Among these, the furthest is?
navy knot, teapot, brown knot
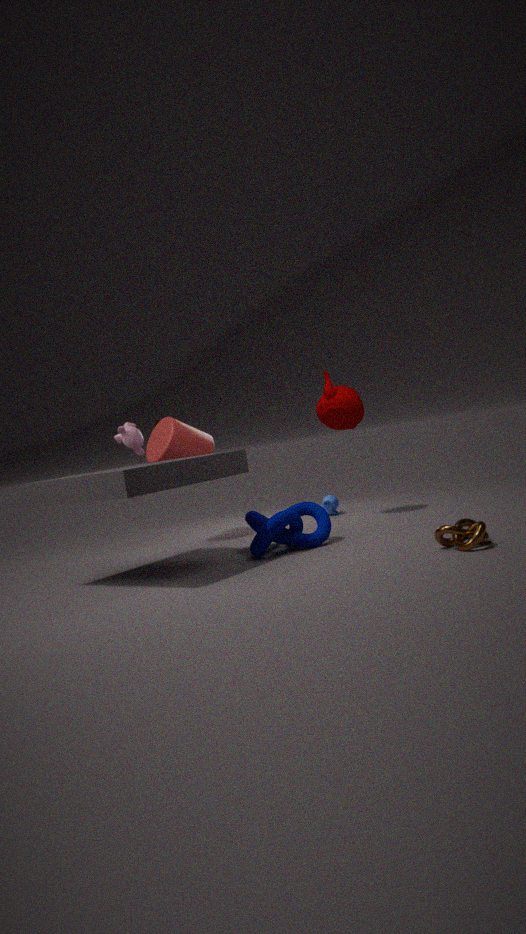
teapot
